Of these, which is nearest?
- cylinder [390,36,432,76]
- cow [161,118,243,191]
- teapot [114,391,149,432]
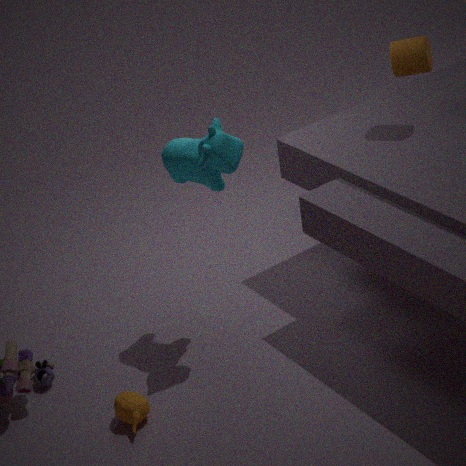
cow [161,118,243,191]
